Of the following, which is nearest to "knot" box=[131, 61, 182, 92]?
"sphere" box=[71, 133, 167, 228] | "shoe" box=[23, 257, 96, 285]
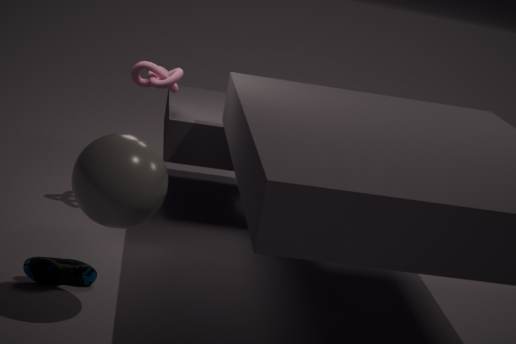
"sphere" box=[71, 133, 167, 228]
